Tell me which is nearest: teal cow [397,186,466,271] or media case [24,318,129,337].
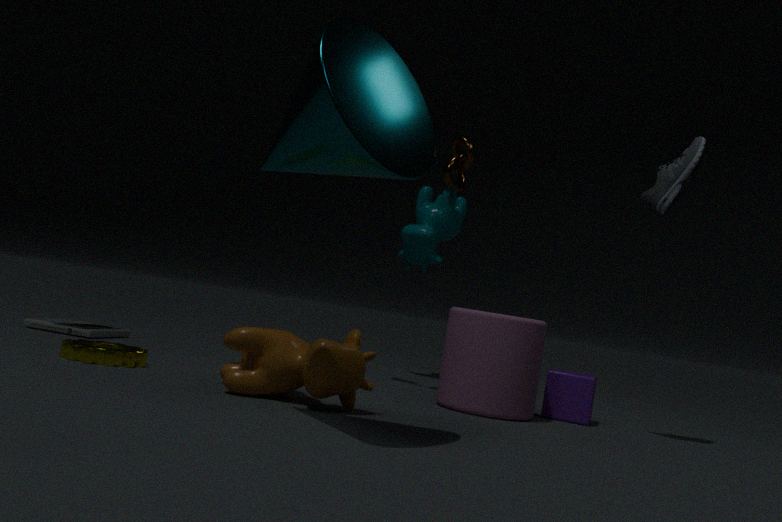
media case [24,318,129,337]
